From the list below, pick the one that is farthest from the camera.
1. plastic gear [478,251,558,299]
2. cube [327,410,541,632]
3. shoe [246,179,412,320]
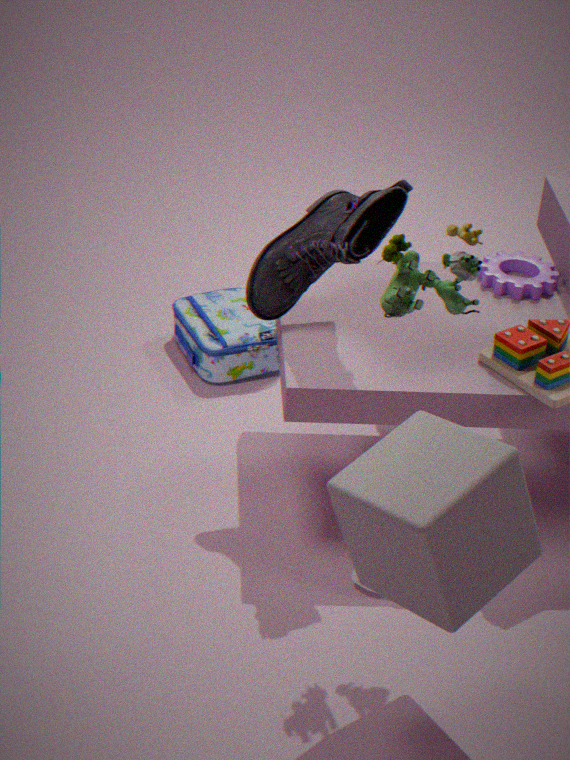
plastic gear [478,251,558,299]
